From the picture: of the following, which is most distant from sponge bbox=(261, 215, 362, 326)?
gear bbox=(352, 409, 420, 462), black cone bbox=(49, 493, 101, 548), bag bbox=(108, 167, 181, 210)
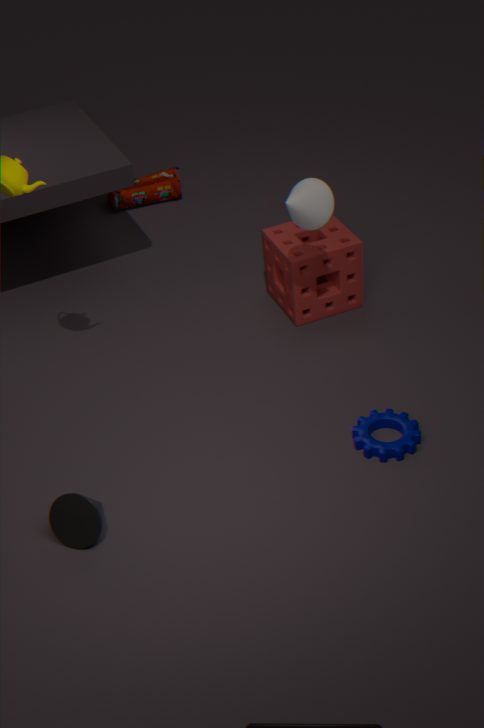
black cone bbox=(49, 493, 101, 548)
